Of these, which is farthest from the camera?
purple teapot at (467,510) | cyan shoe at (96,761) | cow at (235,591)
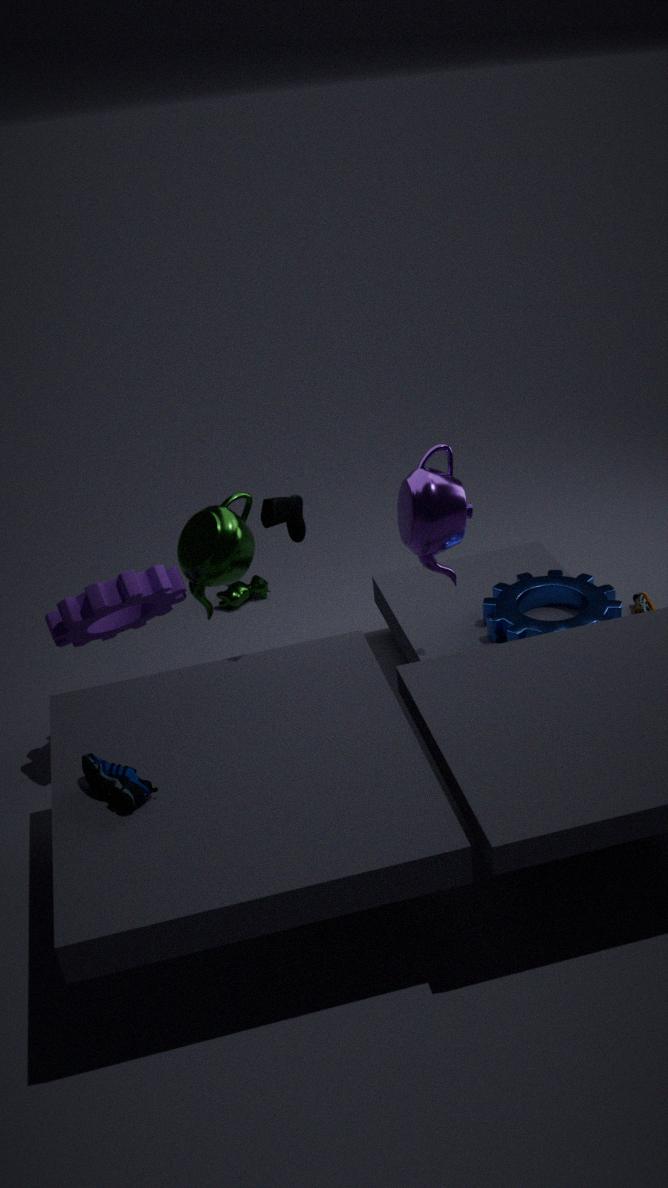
cow at (235,591)
